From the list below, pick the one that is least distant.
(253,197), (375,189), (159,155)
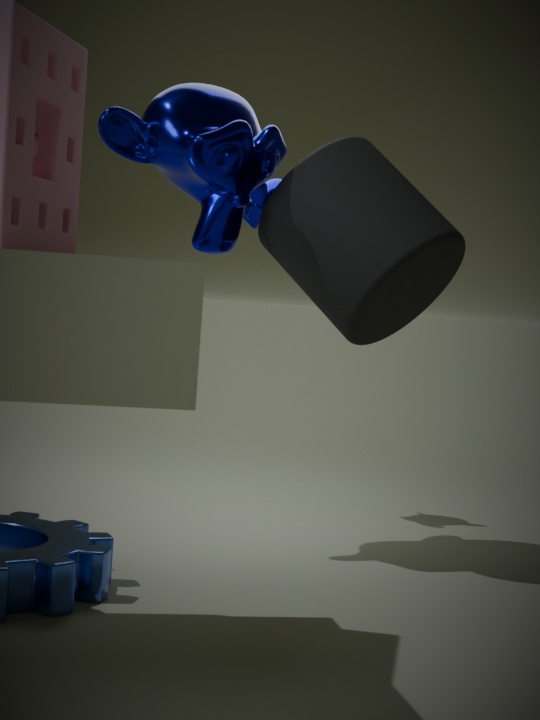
(375,189)
